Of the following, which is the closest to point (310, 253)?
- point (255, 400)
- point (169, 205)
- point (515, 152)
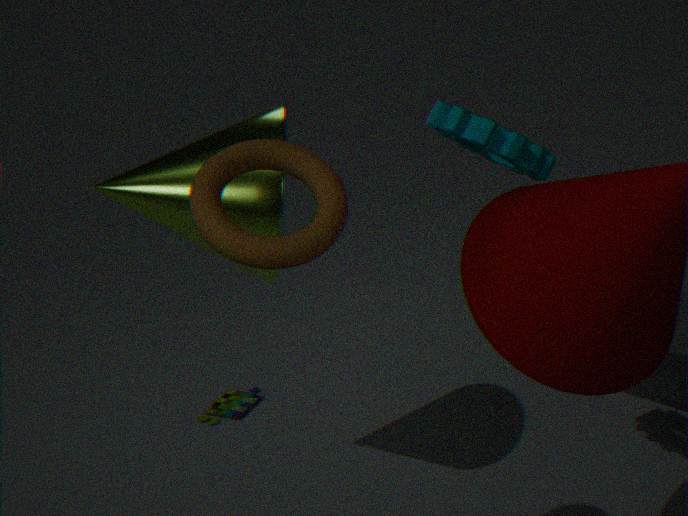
point (515, 152)
